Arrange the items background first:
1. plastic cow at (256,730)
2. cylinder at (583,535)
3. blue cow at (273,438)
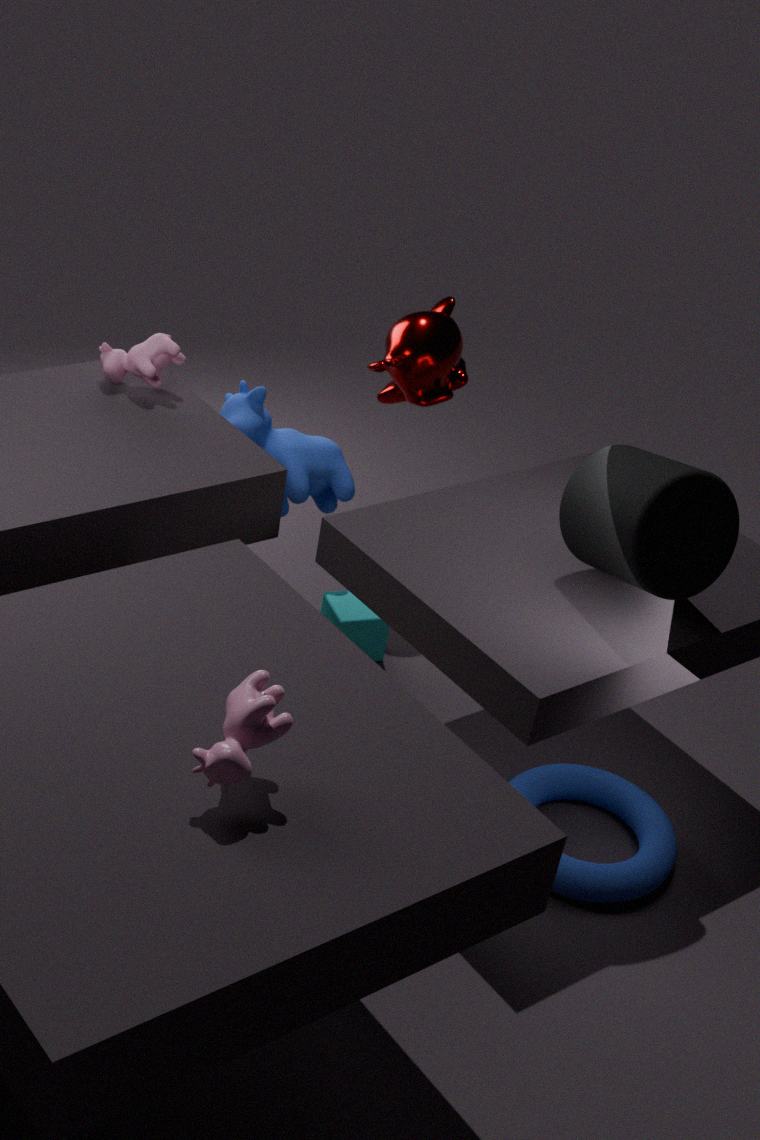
blue cow at (273,438) < cylinder at (583,535) < plastic cow at (256,730)
